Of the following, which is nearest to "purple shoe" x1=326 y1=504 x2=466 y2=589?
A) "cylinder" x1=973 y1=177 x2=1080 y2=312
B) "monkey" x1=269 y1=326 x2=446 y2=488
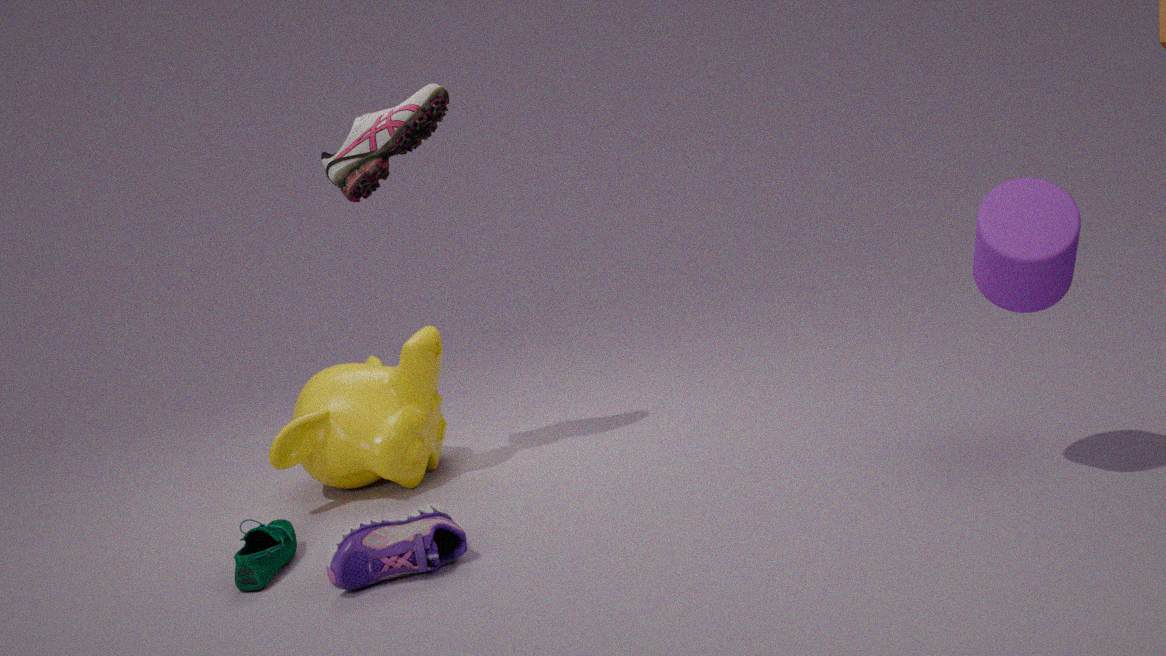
"monkey" x1=269 y1=326 x2=446 y2=488
